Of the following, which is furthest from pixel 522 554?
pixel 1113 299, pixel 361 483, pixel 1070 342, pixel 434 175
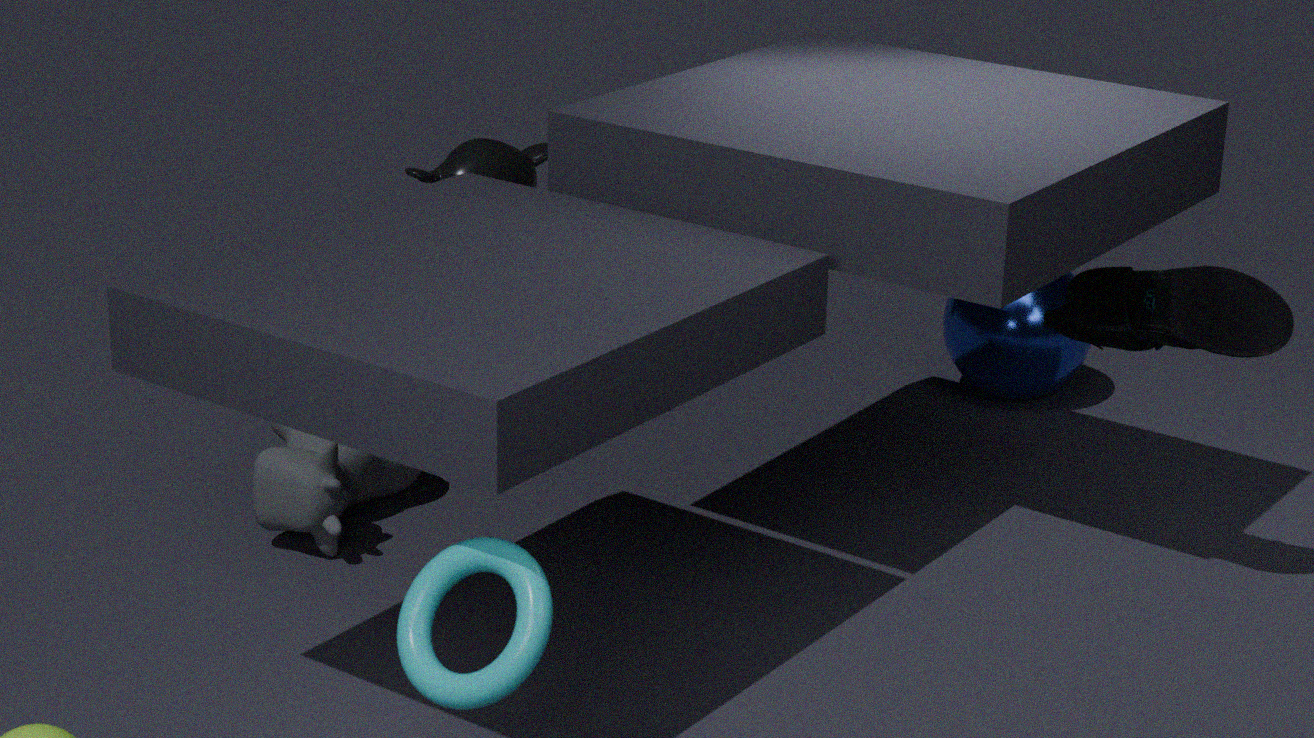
pixel 434 175
